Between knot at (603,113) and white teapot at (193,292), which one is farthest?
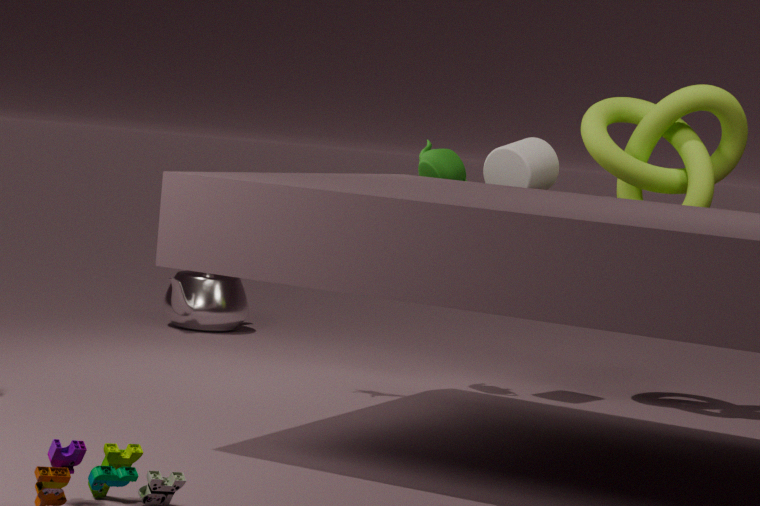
white teapot at (193,292)
